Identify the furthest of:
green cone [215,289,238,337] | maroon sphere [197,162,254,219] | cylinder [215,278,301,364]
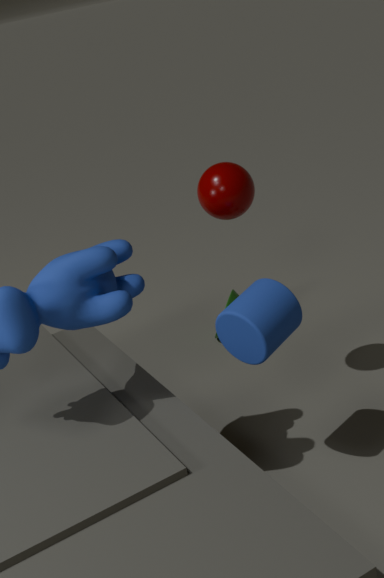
green cone [215,289,238,337]
